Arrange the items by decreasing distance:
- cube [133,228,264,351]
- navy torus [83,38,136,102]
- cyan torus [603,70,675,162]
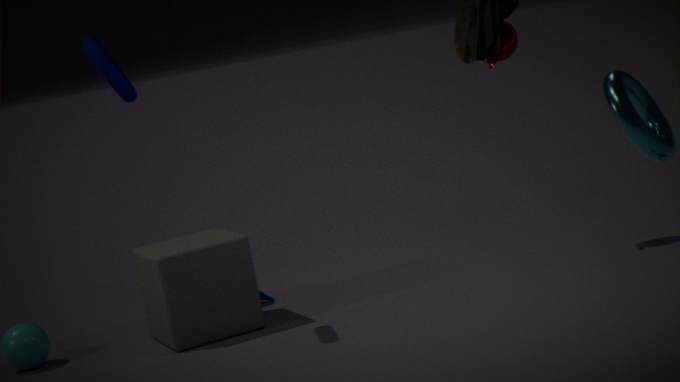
cube [133,228,264,351] → navy torus [83,38,136,102] → cyan torus [603,70,675,162]
